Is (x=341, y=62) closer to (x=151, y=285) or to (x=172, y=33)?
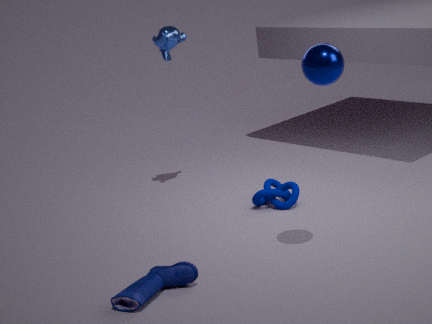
(x=151, y=285)
